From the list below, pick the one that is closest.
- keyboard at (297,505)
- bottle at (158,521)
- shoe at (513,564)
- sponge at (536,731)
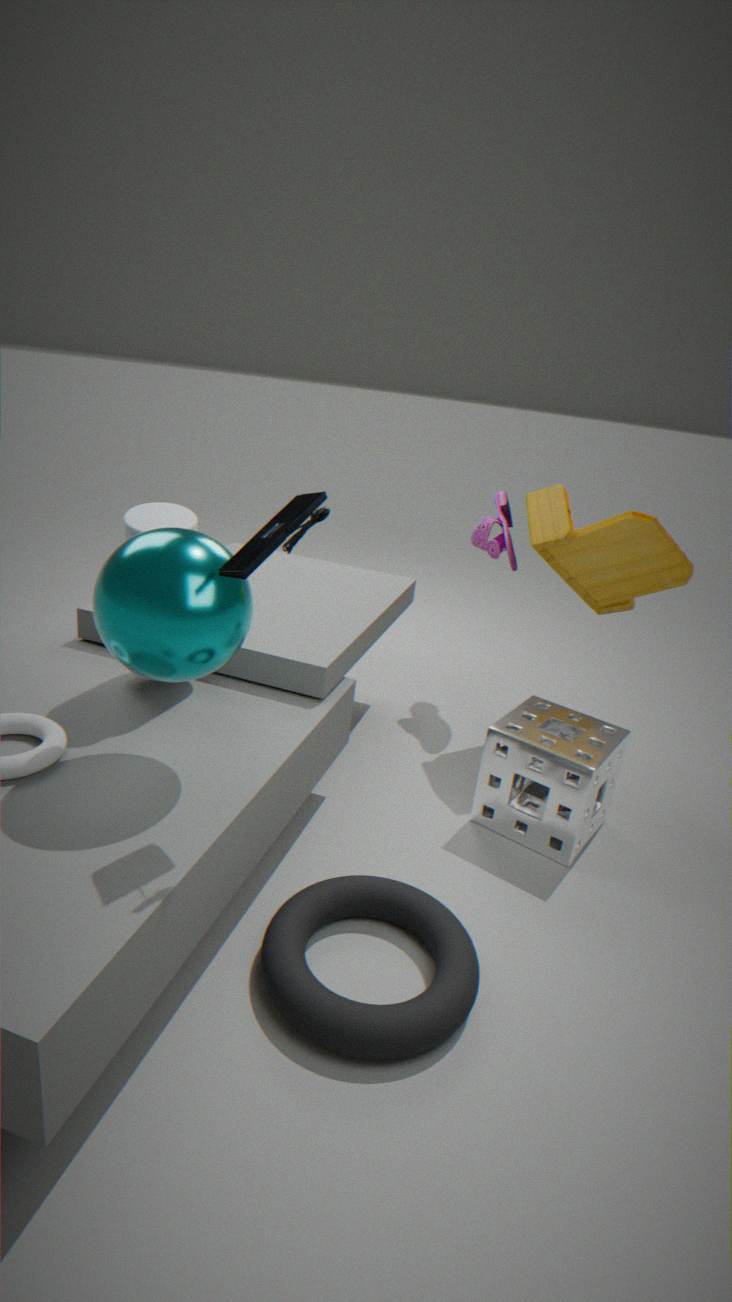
keyboard at (297,505)
